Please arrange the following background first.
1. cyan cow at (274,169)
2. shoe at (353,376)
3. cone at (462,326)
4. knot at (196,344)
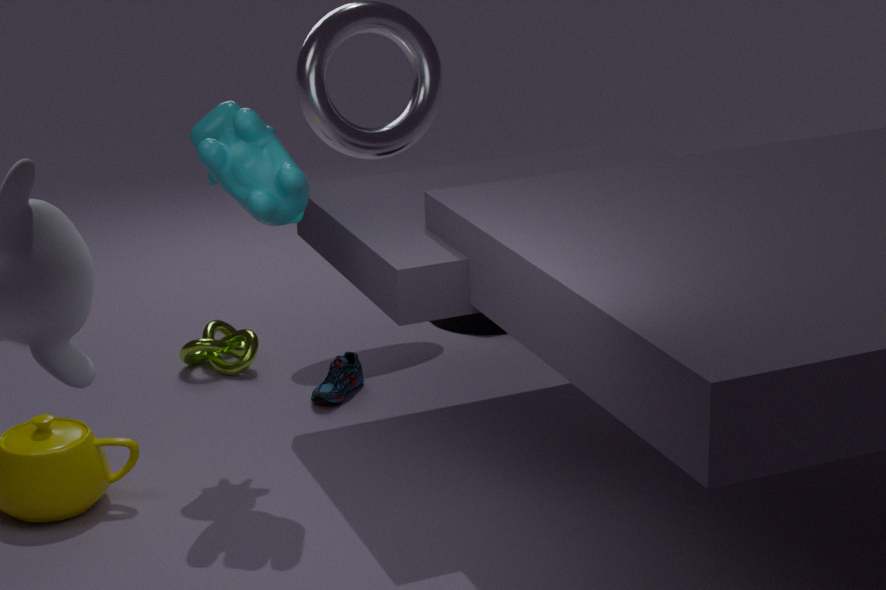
cone at (462,326)
knot at (196,344)
shoe at (353,376)
cyan cow at (274,169)
